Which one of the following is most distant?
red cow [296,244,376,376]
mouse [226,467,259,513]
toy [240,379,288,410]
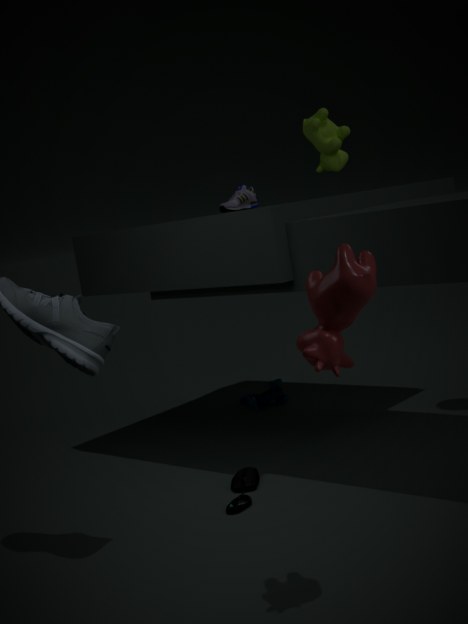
toy [240,379,288,410]
